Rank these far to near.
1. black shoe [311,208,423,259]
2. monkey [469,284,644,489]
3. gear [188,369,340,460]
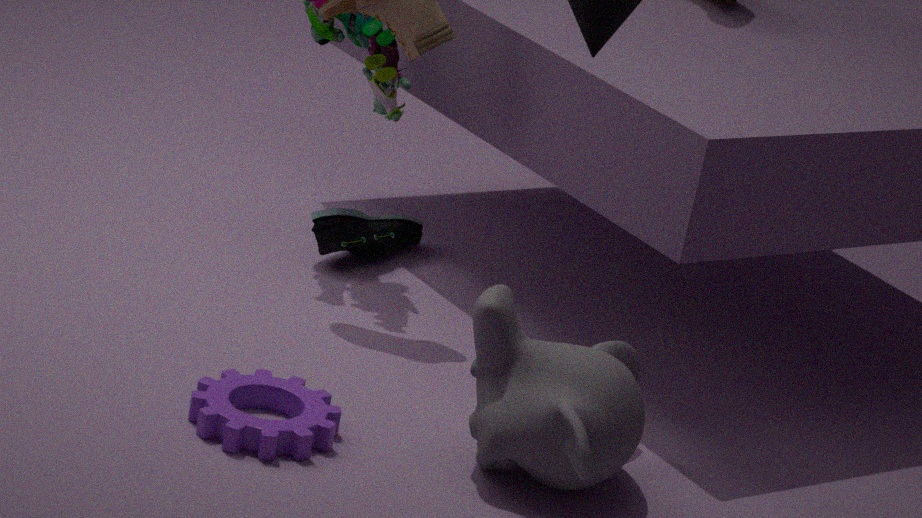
1. black shoe [311,208,423,259]
2. gear [188,369,340,460]
3. monkey [469,284,644,489]
